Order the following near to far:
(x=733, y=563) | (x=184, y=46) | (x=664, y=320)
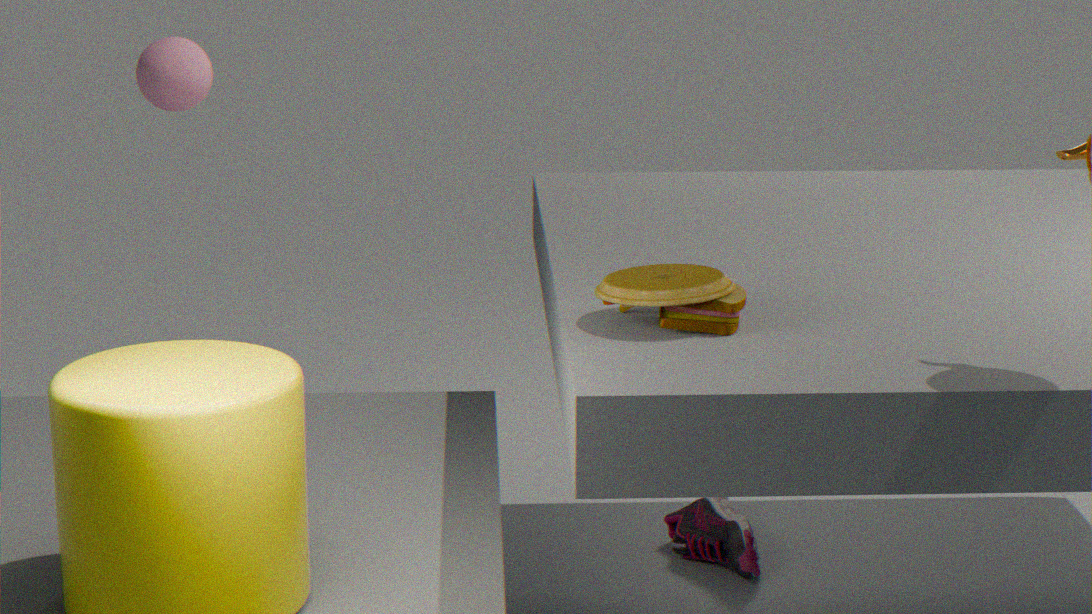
(x=664, y=320), (x=733, y=563), (x=184, y=46)
